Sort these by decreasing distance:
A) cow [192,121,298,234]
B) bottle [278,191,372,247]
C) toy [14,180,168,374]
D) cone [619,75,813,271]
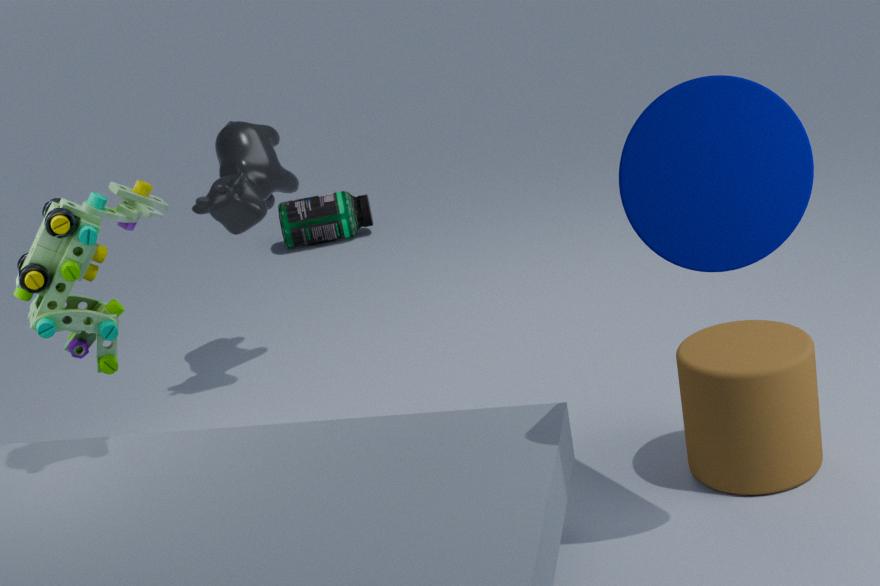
bottle [278,191,372,247], cow [192,121,298,234], toy [14,180,168,374], cone [619,75,813,271]
